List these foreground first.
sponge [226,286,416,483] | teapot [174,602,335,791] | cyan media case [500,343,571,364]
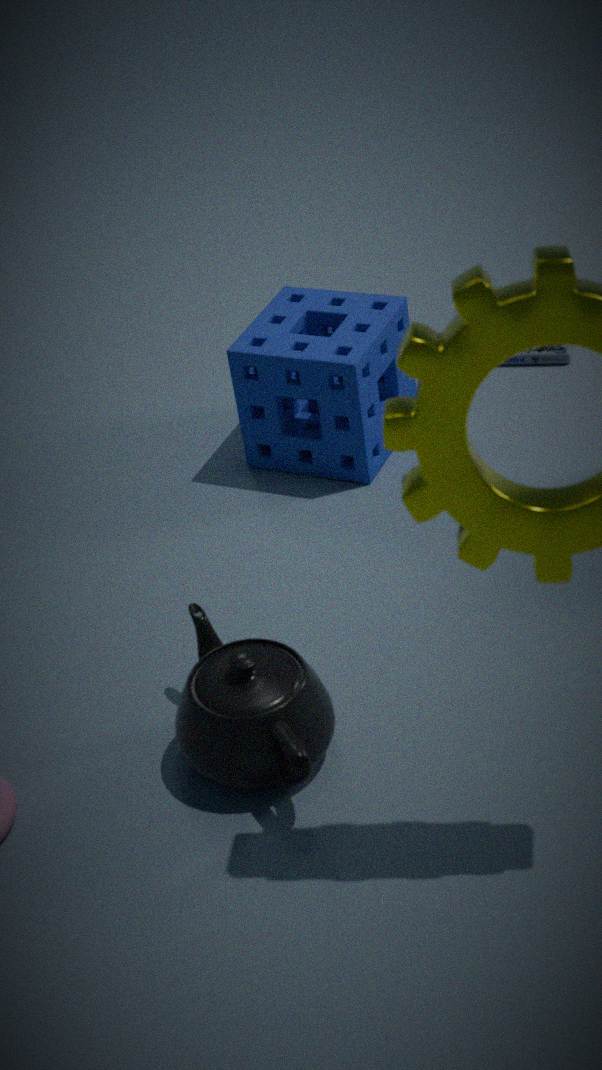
teapot [174,602,335,791] → sponge [226,286,416,483] → cyan media case [500,343,571,364]
